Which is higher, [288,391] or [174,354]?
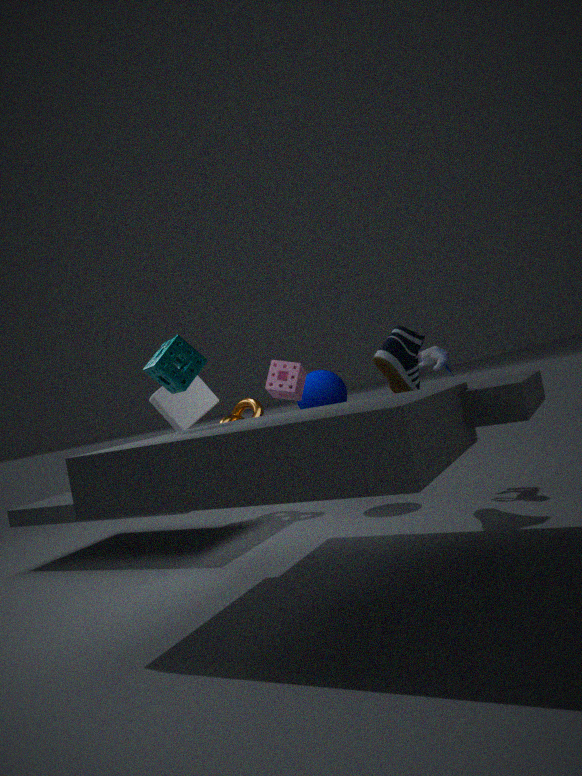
[174,354]
